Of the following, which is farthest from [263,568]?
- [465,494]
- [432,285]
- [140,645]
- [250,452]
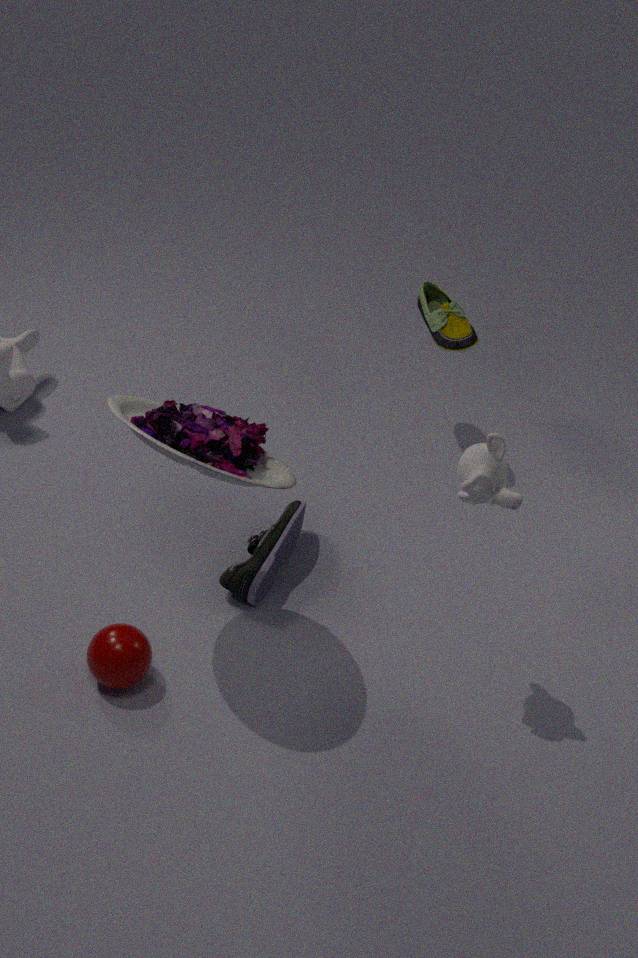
[432,285]
